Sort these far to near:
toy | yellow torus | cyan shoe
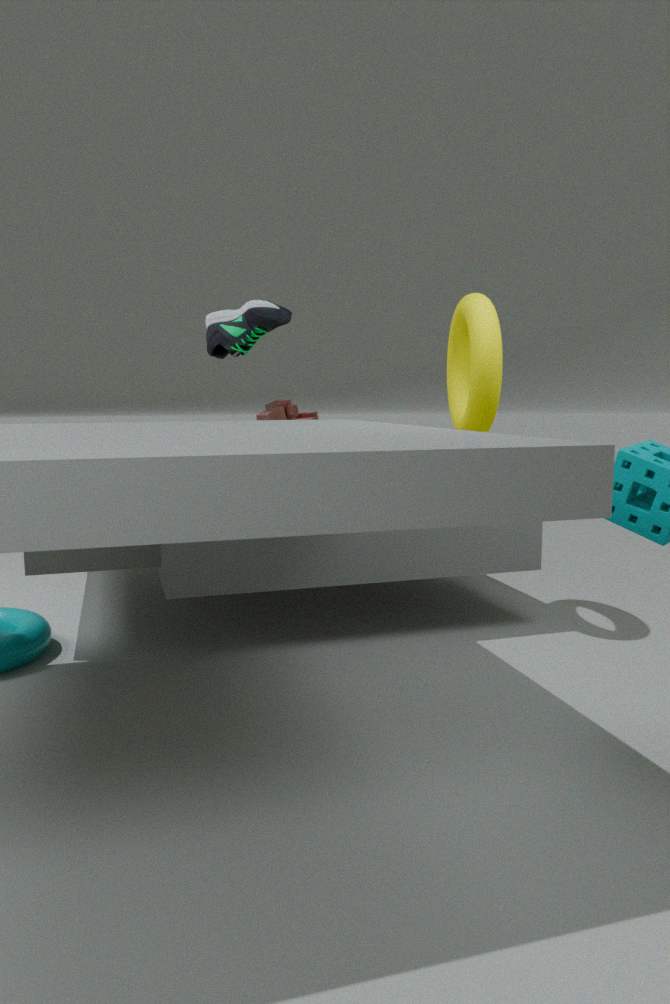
toy, cyan shoe, yellow torus
